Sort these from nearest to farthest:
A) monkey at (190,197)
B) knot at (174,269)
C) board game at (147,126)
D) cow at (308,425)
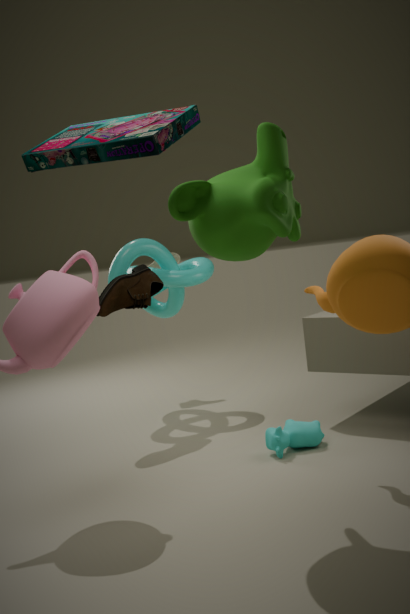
1. board game at (147,126)
2. monkey at (190,197)
3. cow at (308,425)
4. knot at (174,269)
